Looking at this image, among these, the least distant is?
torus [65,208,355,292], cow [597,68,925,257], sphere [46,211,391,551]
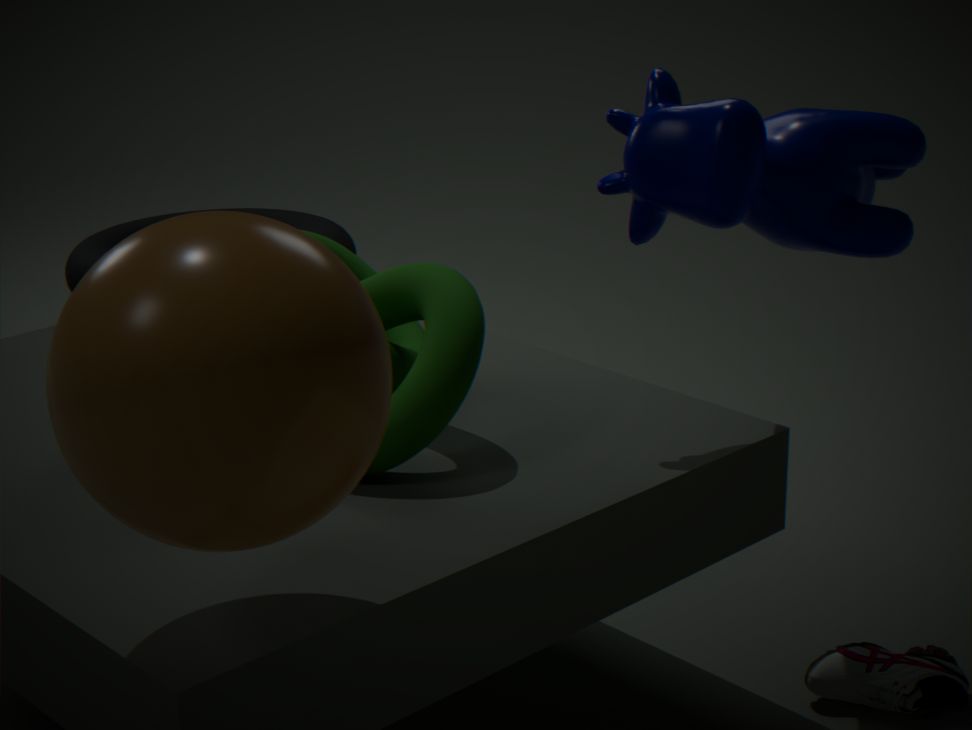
sphere [46,211,391,551]
